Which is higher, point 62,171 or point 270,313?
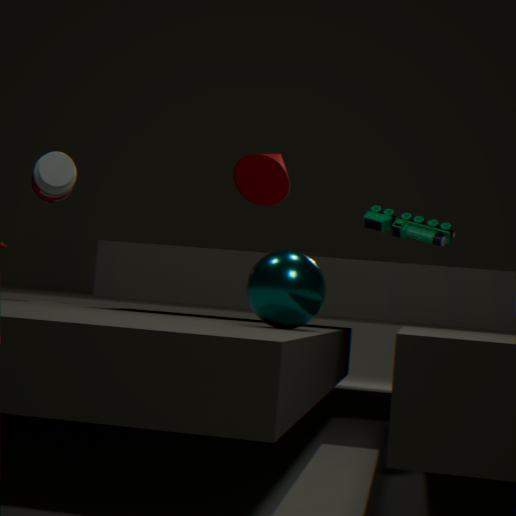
point 62,171
